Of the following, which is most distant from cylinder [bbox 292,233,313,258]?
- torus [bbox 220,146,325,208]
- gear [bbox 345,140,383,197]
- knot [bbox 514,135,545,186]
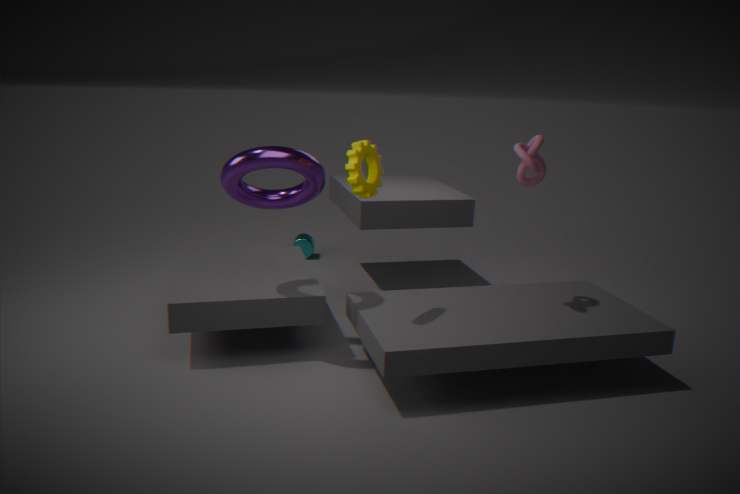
knot [bbox 514,135,545,186]
